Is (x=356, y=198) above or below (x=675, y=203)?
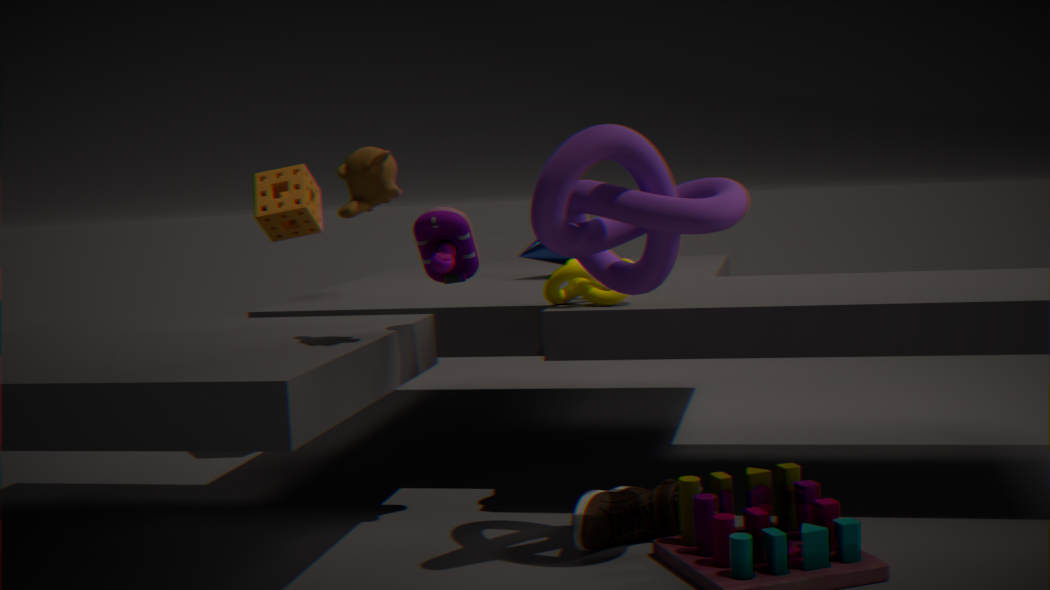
above
